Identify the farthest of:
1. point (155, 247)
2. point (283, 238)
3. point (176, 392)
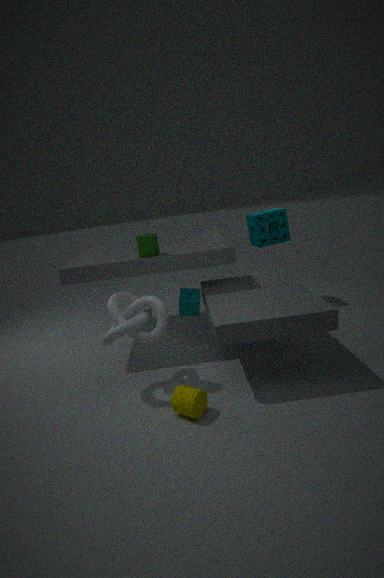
point (283, 238)
